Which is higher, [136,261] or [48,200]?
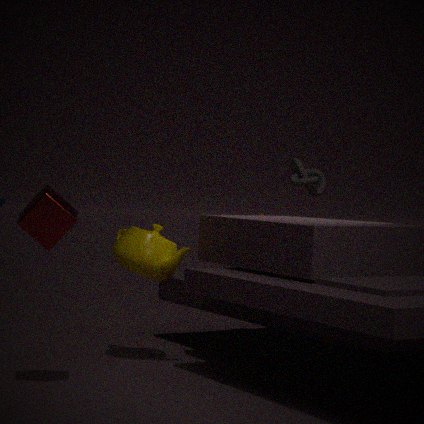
[48,200]
